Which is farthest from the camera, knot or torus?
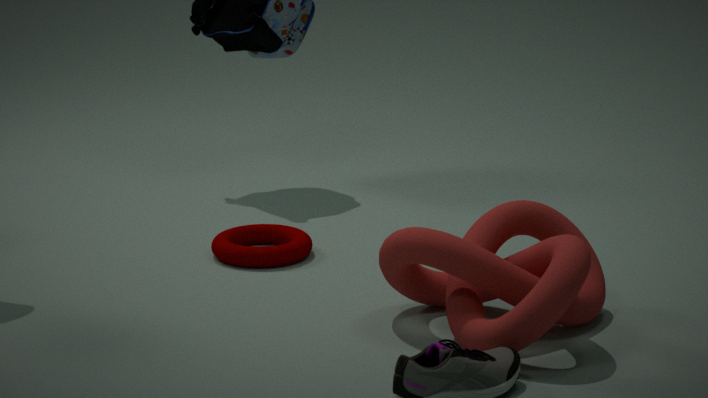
torus
